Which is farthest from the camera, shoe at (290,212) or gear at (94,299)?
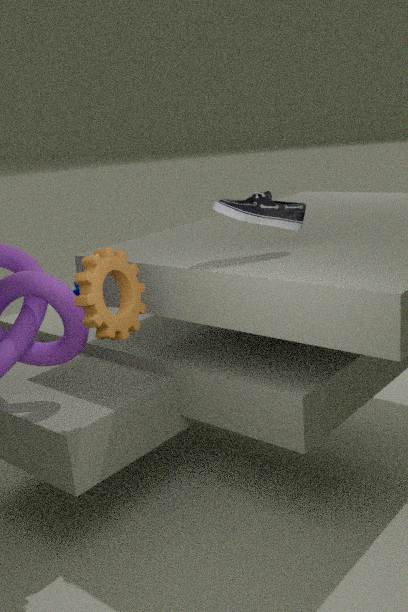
shoe at (290,212)
